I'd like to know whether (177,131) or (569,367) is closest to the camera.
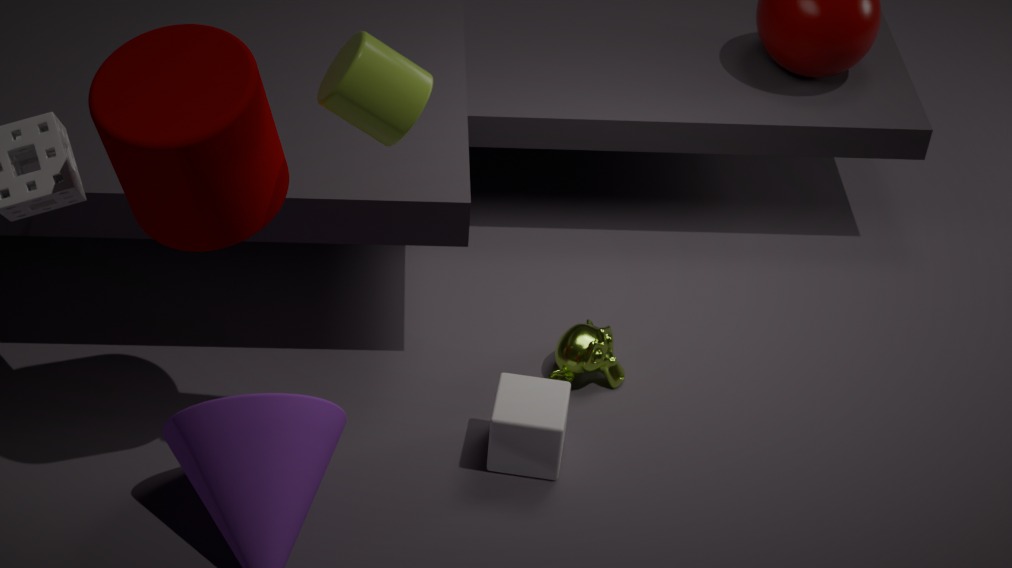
(177,131)
